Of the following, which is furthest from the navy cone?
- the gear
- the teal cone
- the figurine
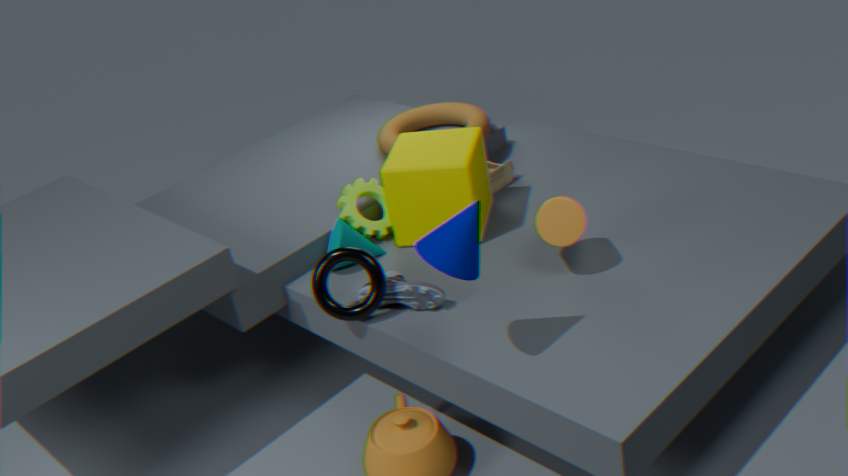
the figurine
